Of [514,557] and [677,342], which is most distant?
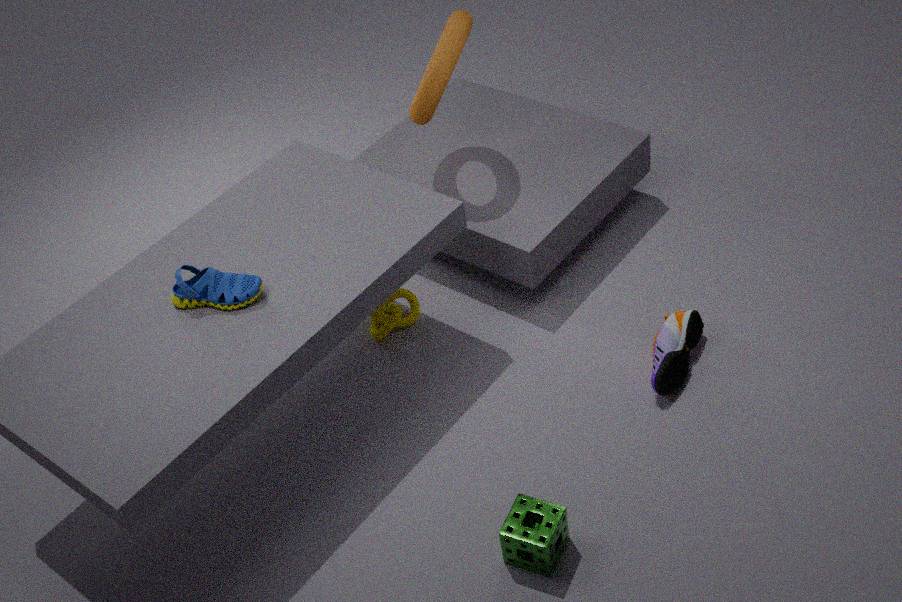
[677,342]
